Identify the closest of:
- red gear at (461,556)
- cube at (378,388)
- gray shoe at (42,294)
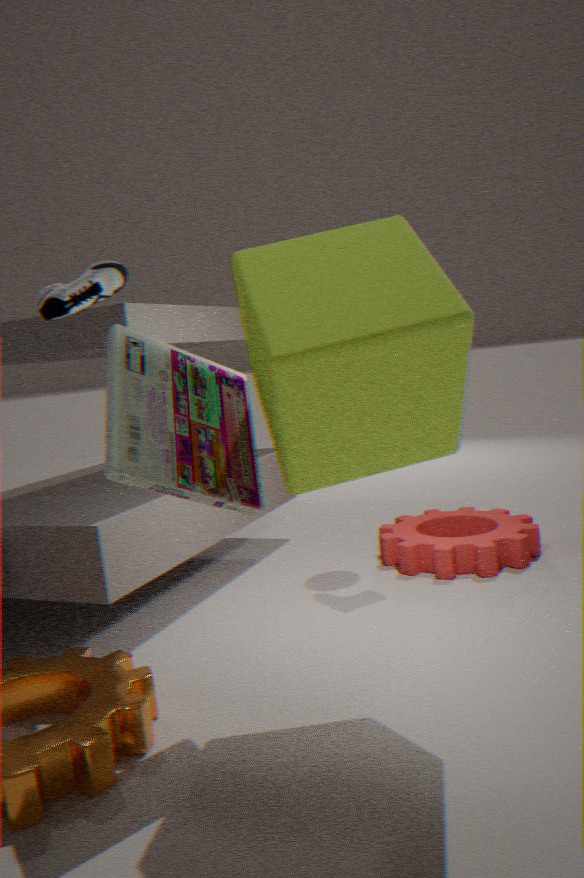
cube at (378,388)
